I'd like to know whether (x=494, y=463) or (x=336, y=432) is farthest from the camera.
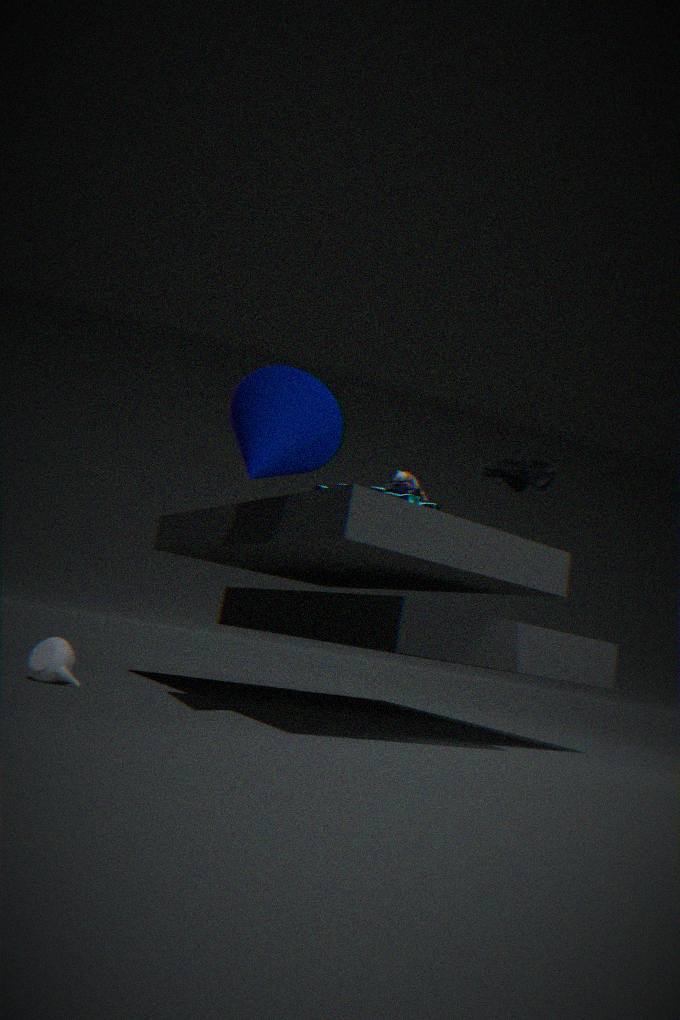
(x=494, y=463)
